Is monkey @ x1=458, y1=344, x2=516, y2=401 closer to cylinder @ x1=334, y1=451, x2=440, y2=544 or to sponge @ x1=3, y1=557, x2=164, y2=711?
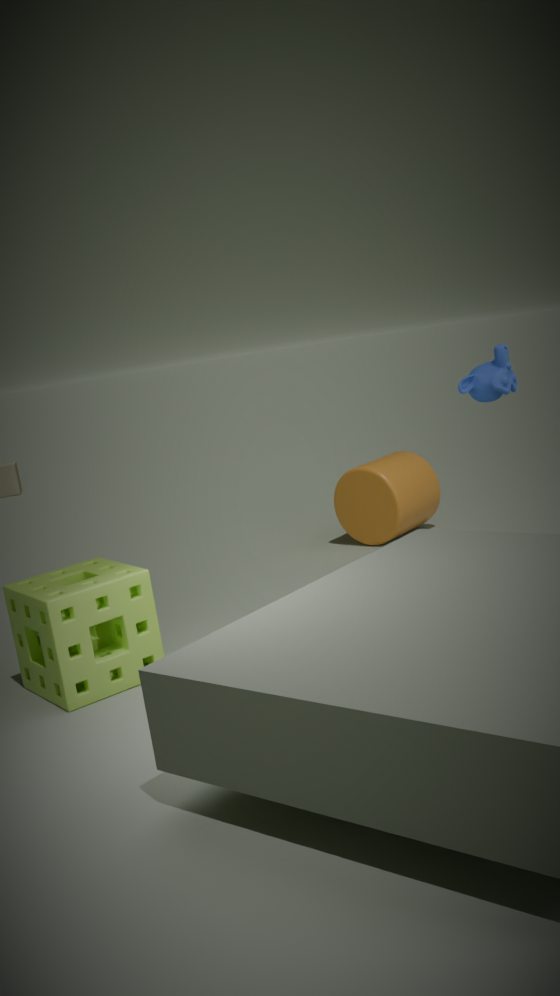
cylinder @ x1=334, y1=451, x2=440, y2=544
